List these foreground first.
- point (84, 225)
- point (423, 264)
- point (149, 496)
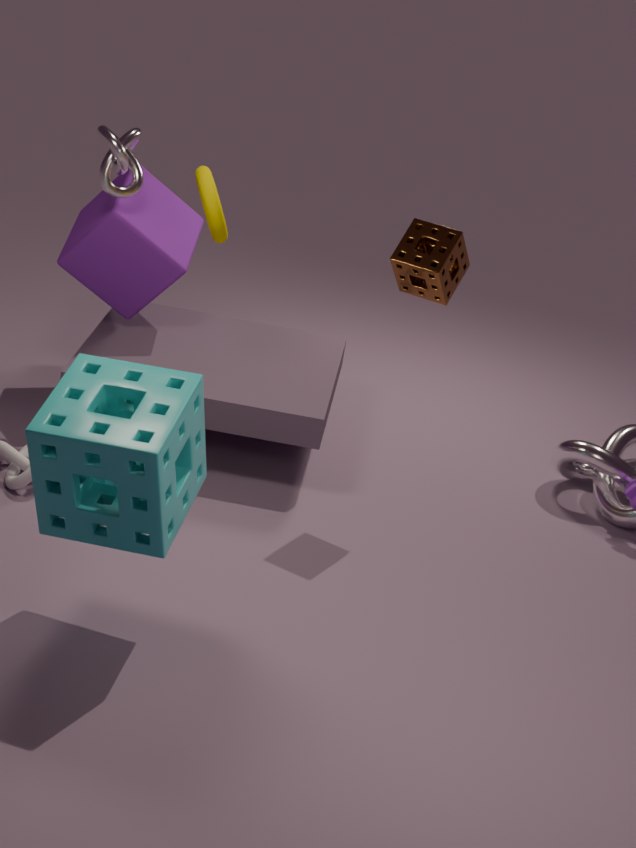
point (149, 496), point (423, 264), point (84, 225)
